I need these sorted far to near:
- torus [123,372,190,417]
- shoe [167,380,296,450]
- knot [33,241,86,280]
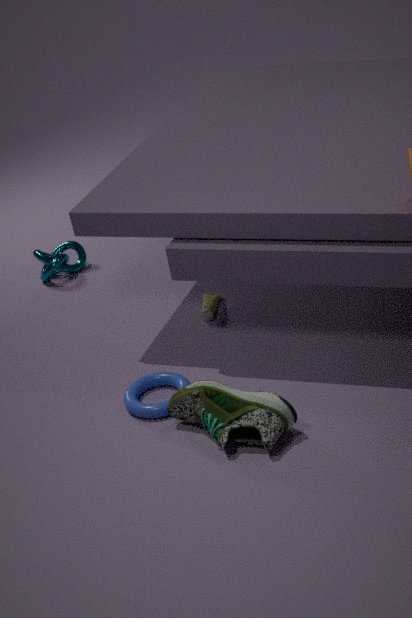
knot [33,241,86,280]
torus [123,372,190,417]
shoe [167,380,296,450]
